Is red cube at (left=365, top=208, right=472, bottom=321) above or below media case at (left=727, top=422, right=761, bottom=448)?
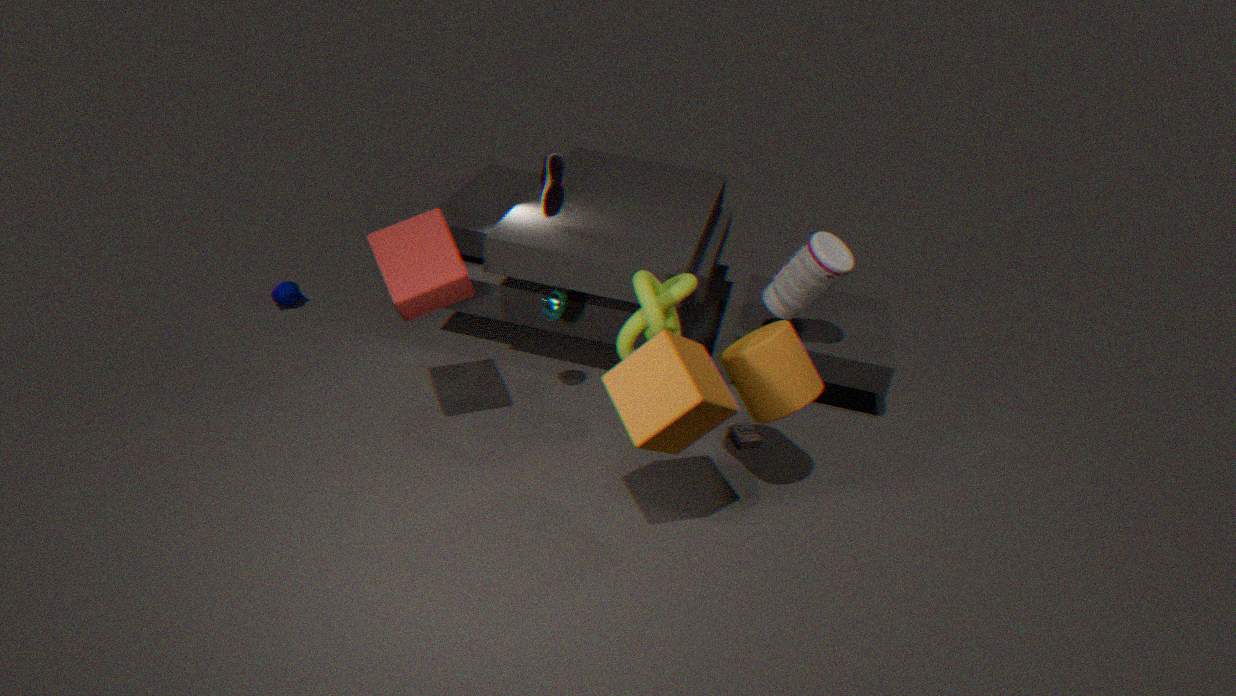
above
